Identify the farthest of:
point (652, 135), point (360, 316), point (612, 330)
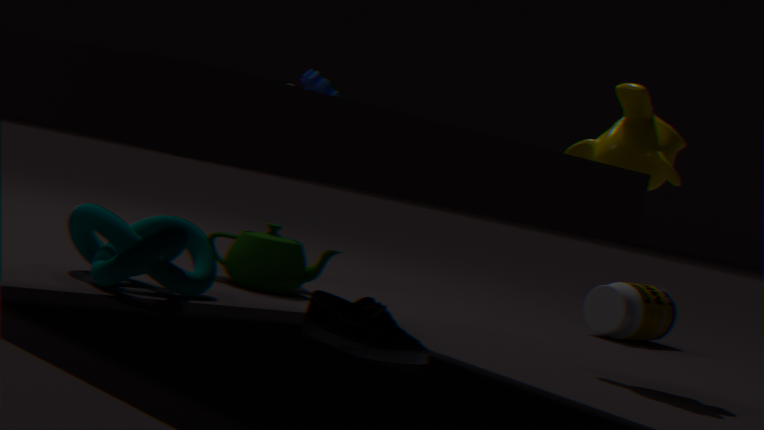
point (612, 330)
